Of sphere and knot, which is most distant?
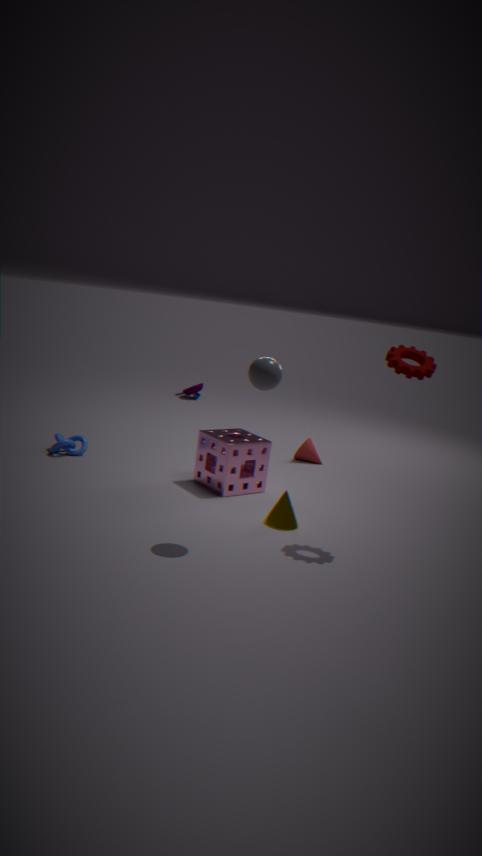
knot
